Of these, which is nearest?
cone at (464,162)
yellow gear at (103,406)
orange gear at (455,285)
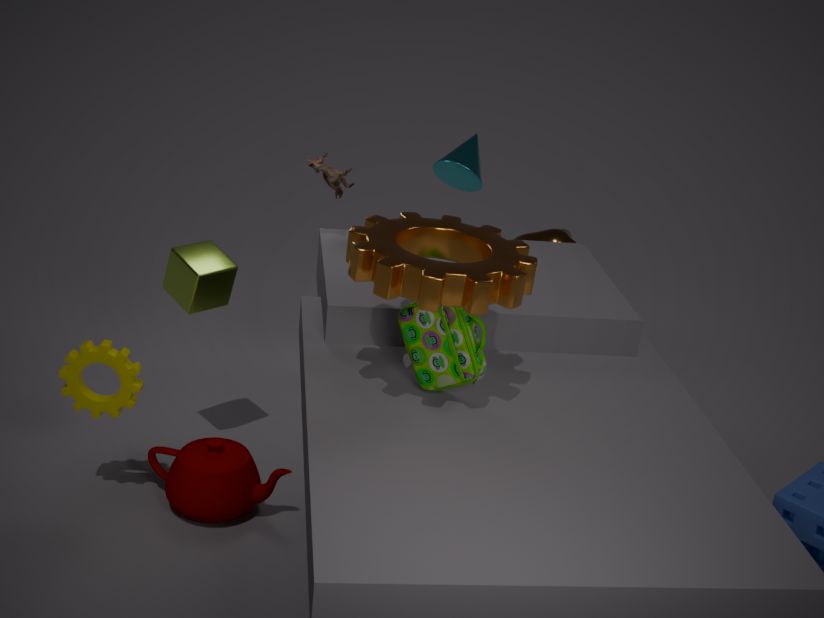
orange gear at (455,285)
